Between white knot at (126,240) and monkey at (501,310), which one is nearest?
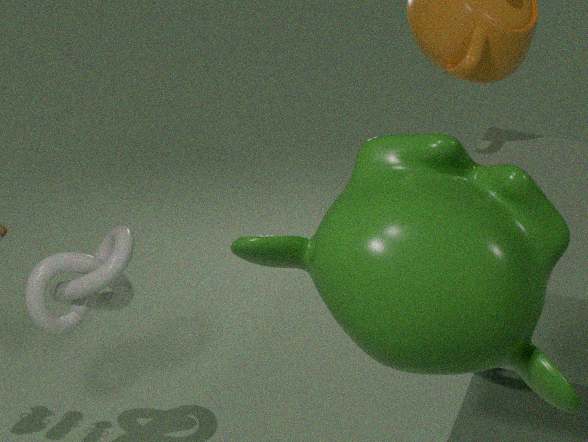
monkey at (501,310)
